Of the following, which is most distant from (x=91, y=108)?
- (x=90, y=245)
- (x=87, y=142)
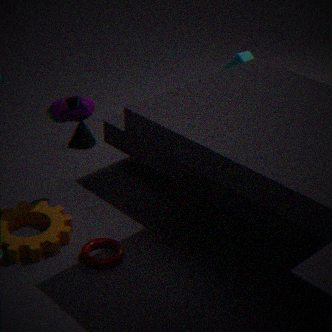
(x=87, y=142)
